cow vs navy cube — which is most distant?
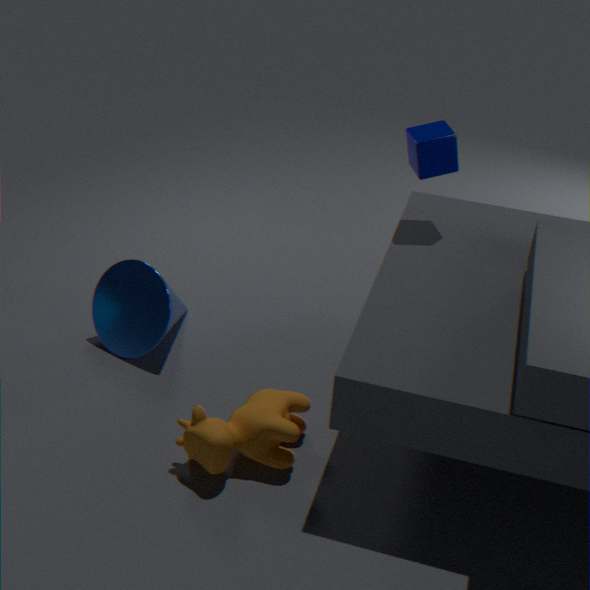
navy cube
